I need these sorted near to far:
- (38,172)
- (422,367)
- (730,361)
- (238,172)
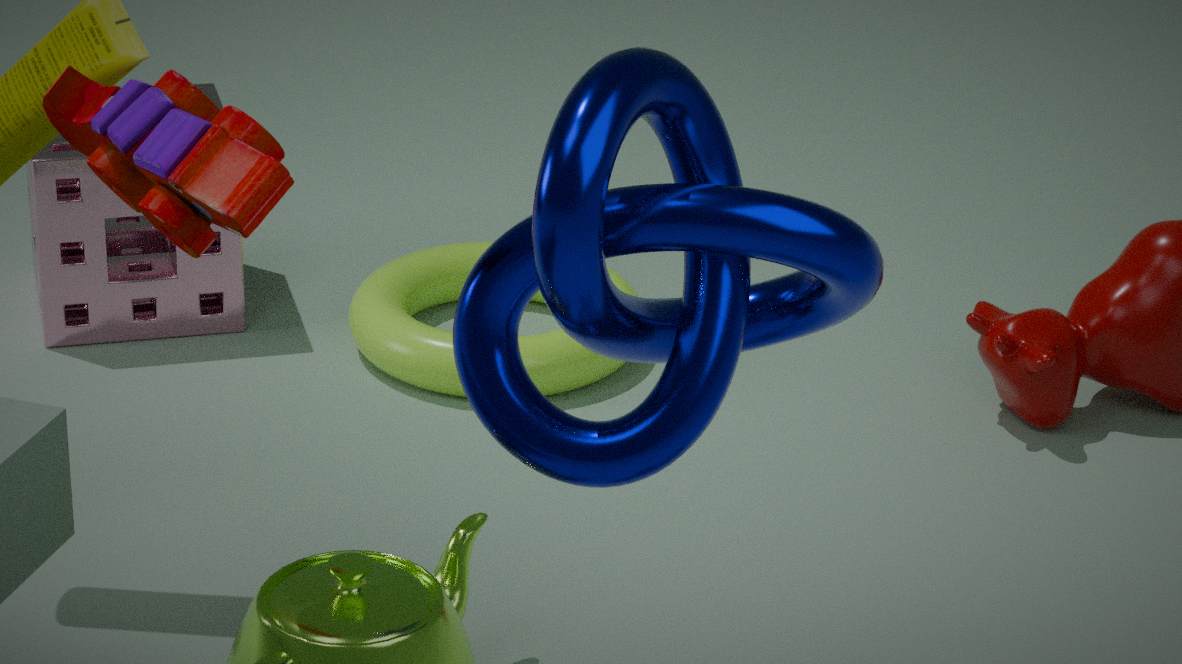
(238,172), (730,361), (422,367), (38,172)
